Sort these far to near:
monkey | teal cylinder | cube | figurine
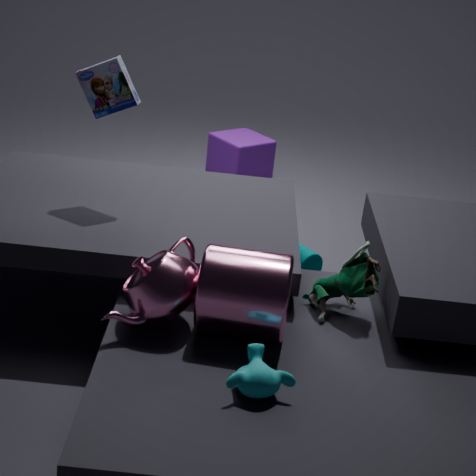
cube
teal cylinder
figurine
monkey
